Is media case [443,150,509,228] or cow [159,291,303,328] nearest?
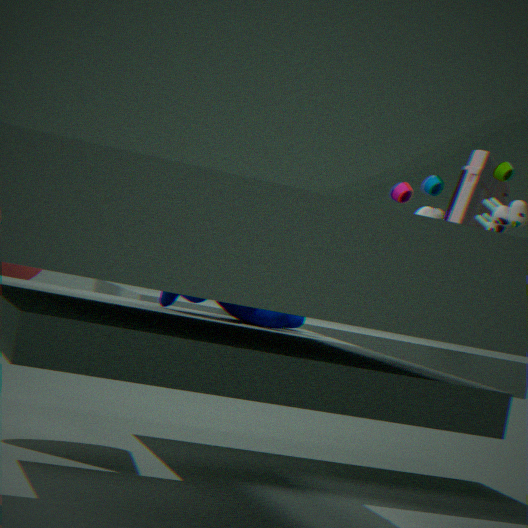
cow [159,291,303,328]
